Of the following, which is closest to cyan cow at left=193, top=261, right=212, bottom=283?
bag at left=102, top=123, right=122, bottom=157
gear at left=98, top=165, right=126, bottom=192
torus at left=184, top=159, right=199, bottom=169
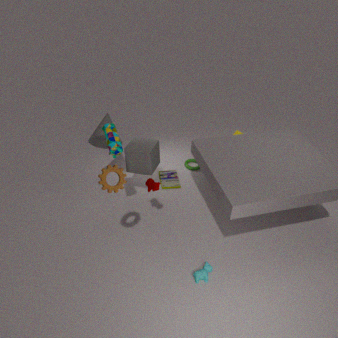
gear at left=98, top=165, right=126, bottom=192
